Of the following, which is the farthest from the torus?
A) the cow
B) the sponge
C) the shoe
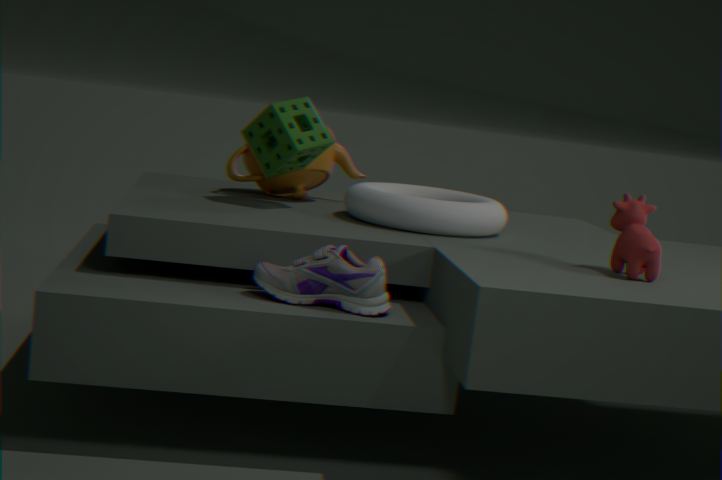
the cow
